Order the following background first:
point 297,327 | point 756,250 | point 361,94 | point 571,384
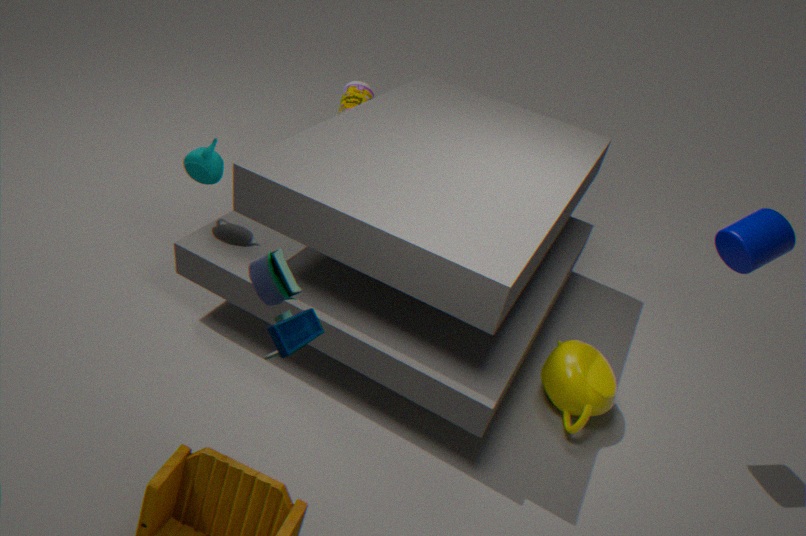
point 361,94 < point 571,384 < point 756,250 < point 297,327
